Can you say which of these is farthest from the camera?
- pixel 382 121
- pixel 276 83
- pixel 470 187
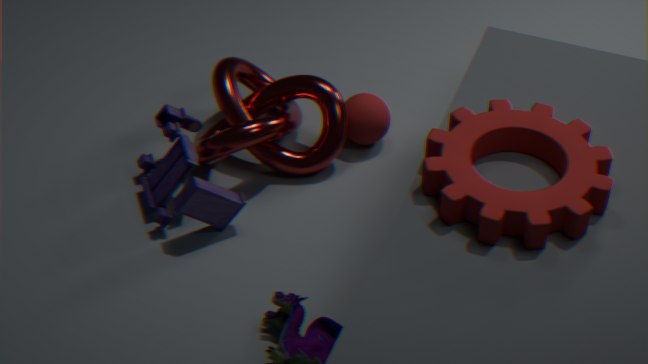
pixel 276 83
